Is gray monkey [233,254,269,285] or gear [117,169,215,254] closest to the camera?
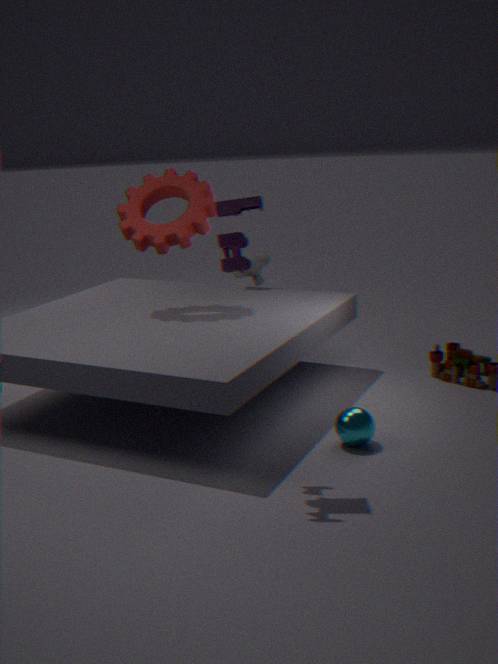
gear [117,169,215,254]
